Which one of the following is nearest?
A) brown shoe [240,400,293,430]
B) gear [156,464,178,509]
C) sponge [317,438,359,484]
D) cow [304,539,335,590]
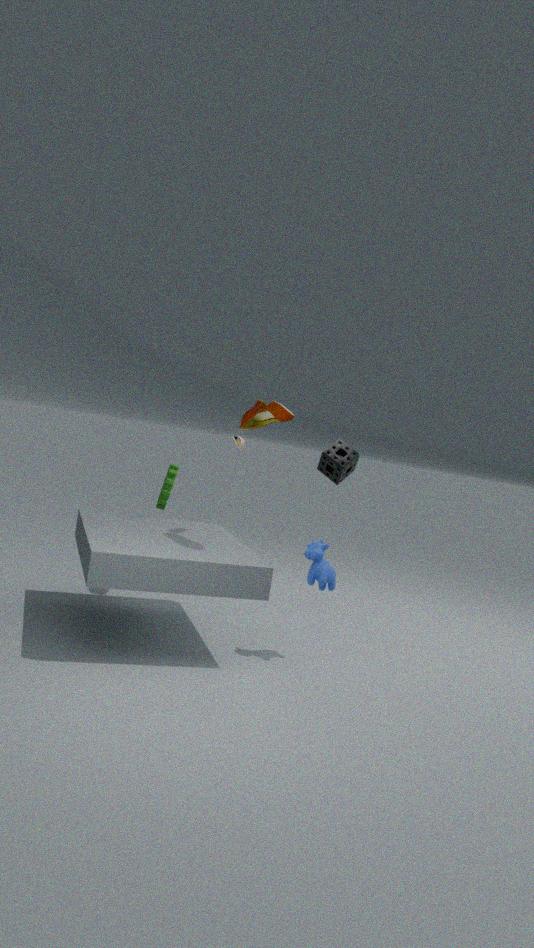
brown shoe [240,400,293,430]
